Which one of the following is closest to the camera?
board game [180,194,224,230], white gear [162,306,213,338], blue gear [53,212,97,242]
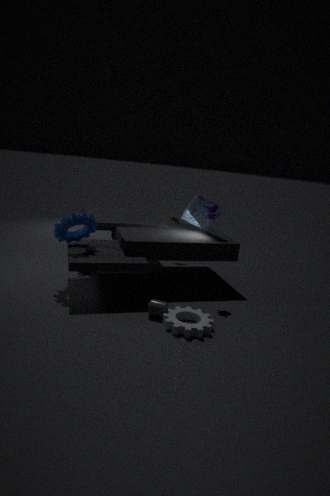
white gear [162,306,213,338]
